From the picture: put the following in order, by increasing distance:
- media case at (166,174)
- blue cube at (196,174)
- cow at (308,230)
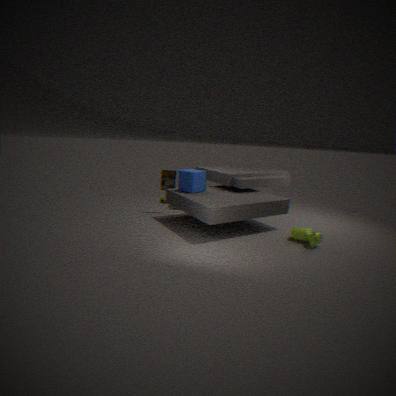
1. cow at (308,230)
2. blue cube at (196,174)
3. media case at (166,174)
